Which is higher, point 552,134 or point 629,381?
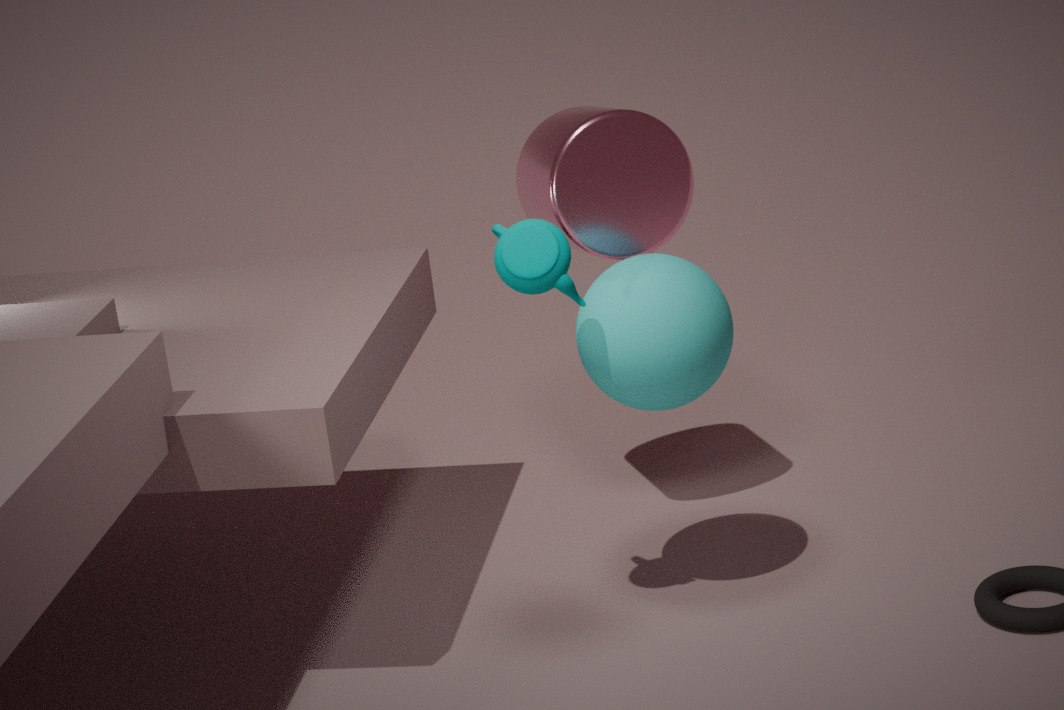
point 552,134
